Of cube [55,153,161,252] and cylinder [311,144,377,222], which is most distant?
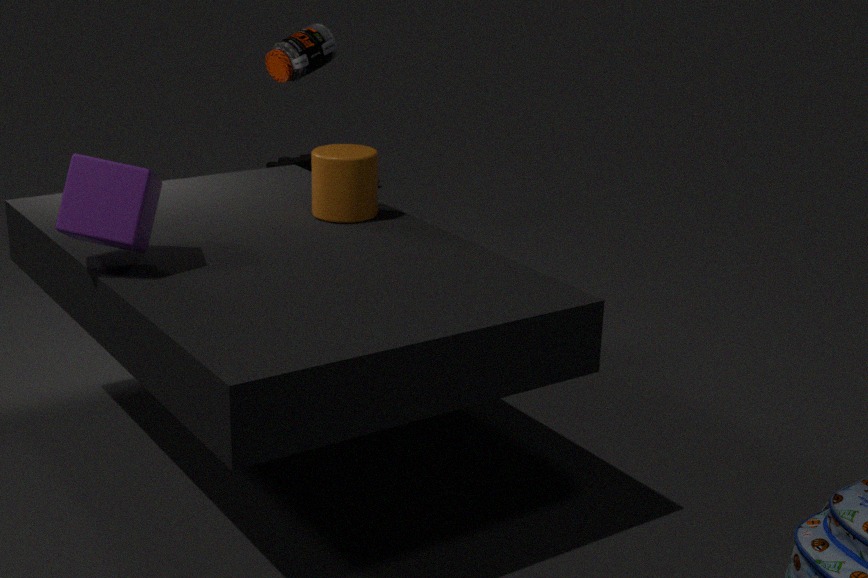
cylinder [311,144,377,222]
